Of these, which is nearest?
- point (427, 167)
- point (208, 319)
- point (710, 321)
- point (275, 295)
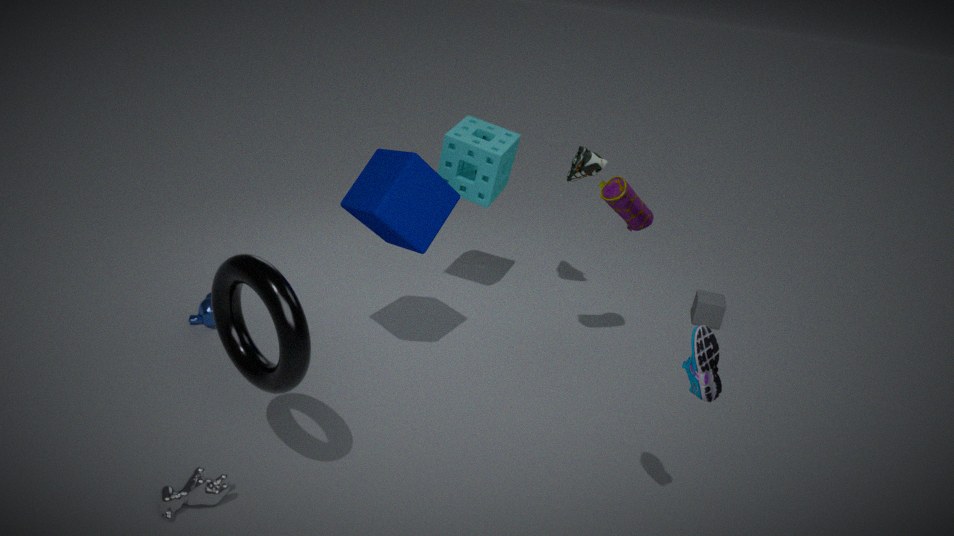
point (275, 295)
